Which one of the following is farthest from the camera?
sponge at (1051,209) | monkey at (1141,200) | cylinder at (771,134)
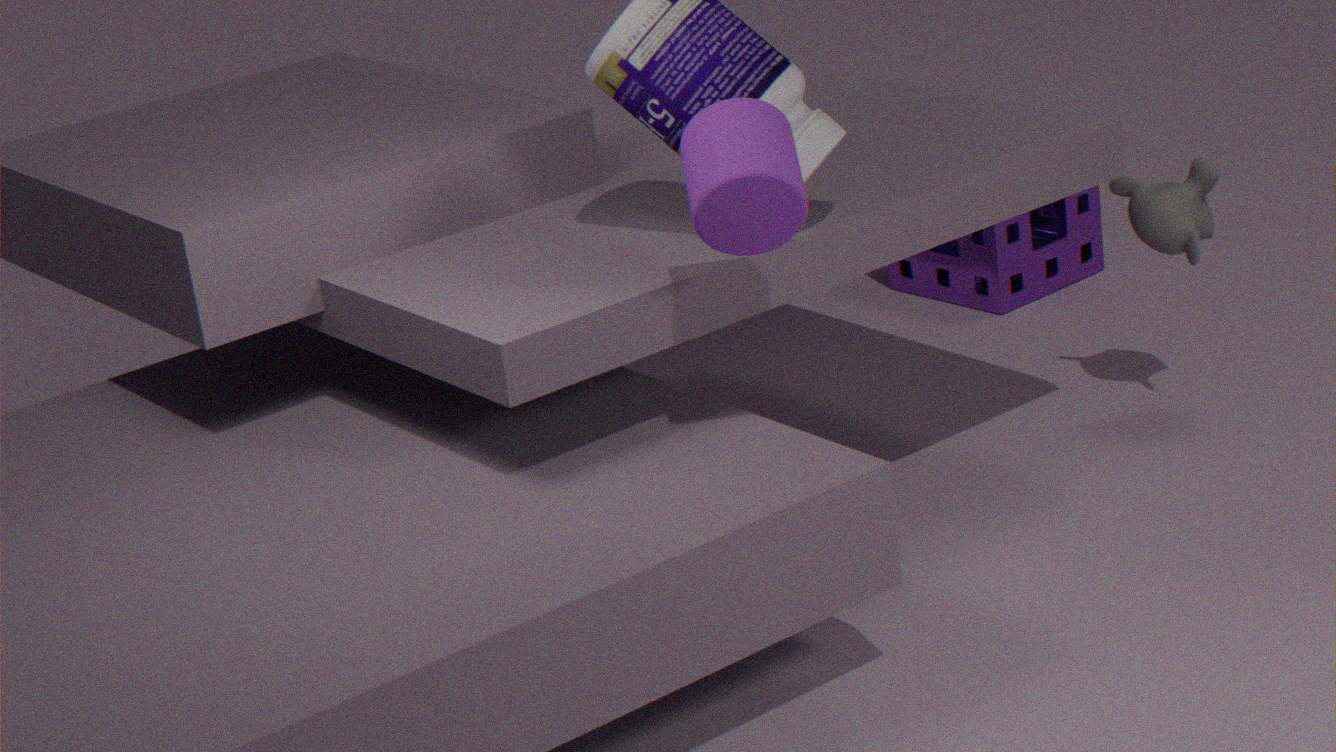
sponge at (1051,209)
